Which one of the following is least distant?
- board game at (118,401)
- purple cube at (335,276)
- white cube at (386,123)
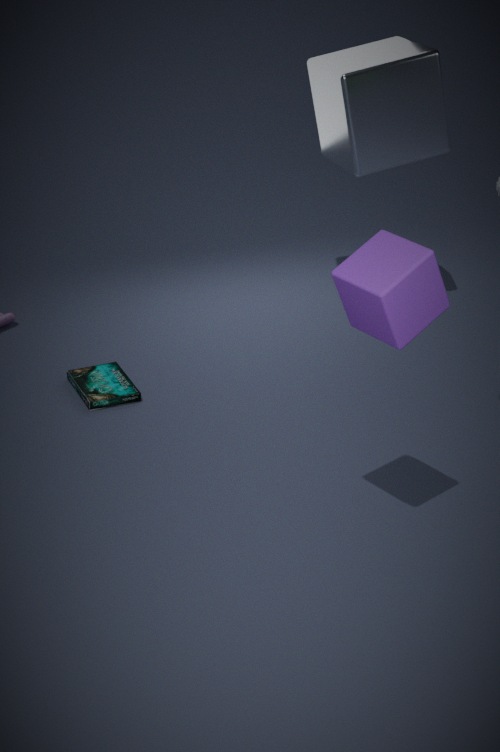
purple cube at (335,276)
